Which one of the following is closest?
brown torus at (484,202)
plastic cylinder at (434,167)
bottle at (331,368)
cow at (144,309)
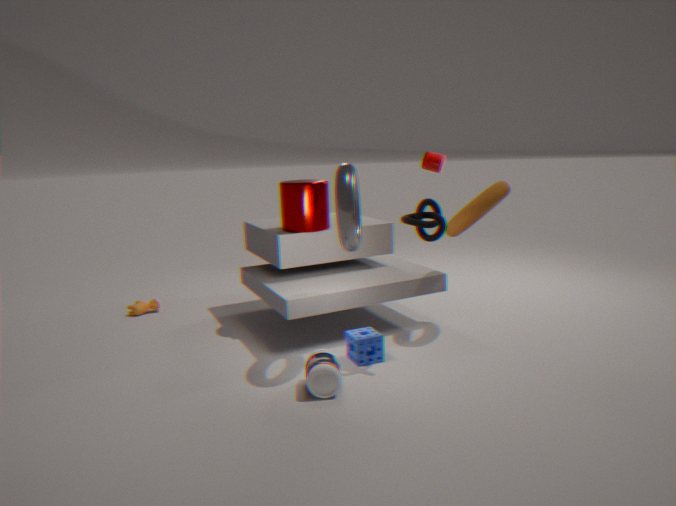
bottle at (331,368)
